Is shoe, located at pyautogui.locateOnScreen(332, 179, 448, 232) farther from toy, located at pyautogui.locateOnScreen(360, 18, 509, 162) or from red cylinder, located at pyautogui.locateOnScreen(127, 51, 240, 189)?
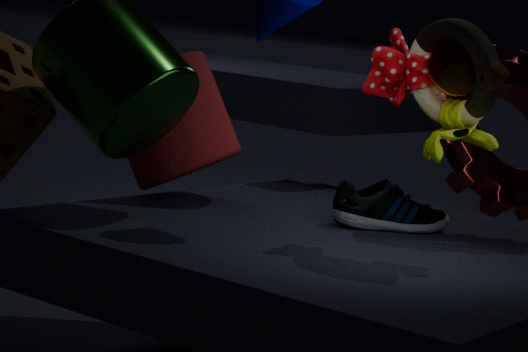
toy, located at pyautogui.locateOnScreen(360, 18, 509, 162)
